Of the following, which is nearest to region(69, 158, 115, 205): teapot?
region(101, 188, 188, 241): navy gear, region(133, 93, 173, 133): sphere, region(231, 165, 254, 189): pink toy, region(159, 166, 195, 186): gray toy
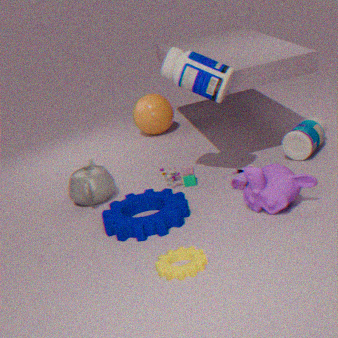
region(101, 188, 188, 241): navy gear
